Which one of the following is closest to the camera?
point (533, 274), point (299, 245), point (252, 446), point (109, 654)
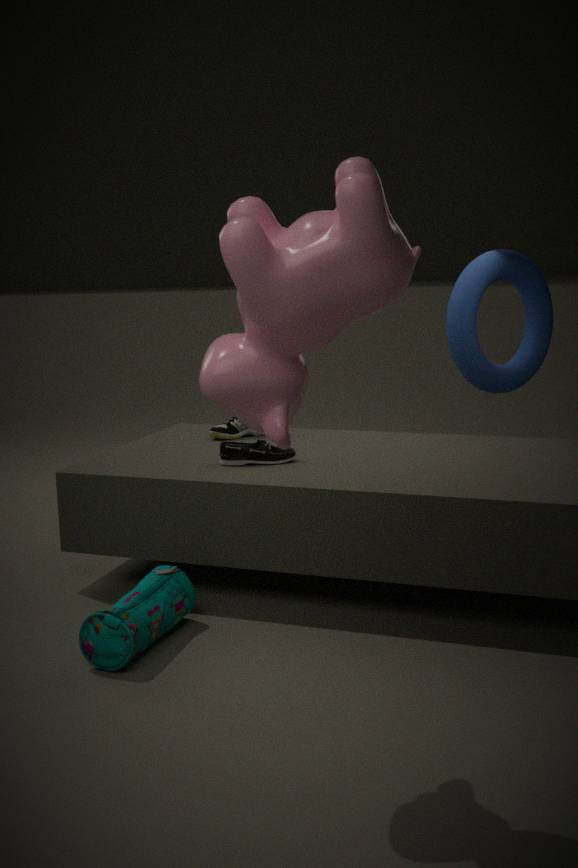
point (299, 245)
